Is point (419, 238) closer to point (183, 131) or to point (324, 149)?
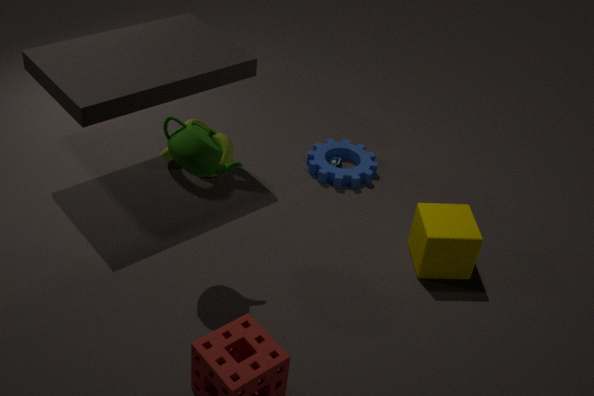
point (324, 149)
